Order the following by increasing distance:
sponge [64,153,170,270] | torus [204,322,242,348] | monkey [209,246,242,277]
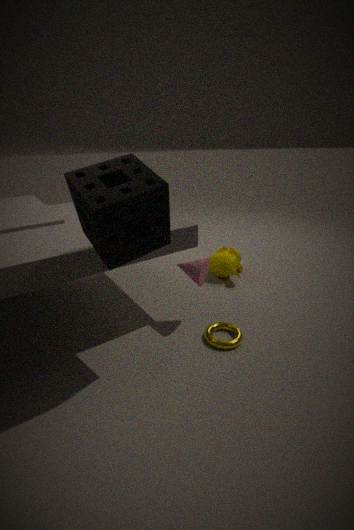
sponge [64,153,170,270] → torus [204,322,242,348] → monkey [209,246,242,277]
